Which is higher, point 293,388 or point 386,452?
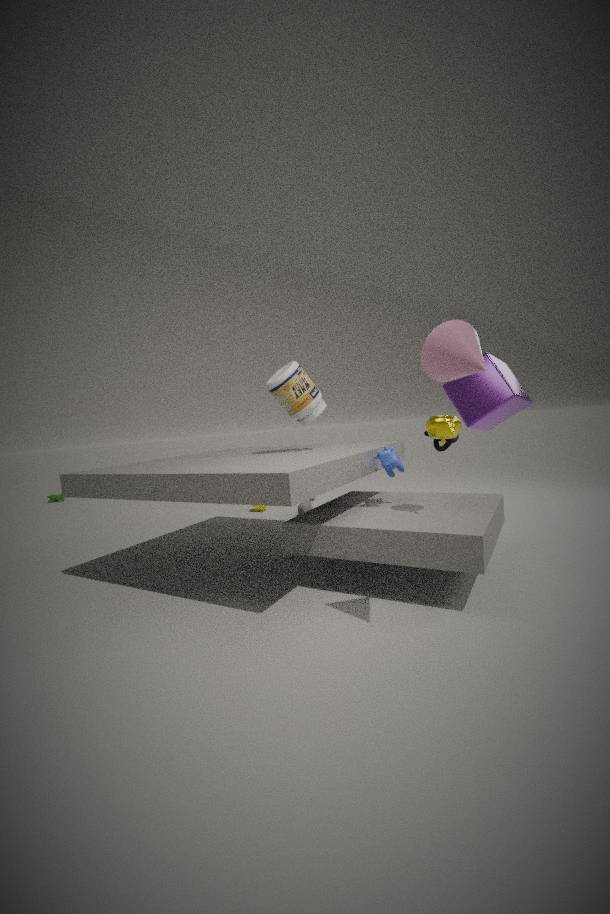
point 293,388
